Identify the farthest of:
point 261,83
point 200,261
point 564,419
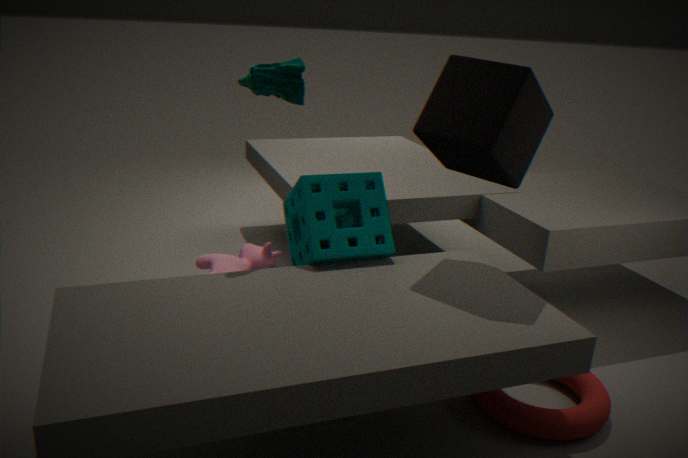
point 200,261
